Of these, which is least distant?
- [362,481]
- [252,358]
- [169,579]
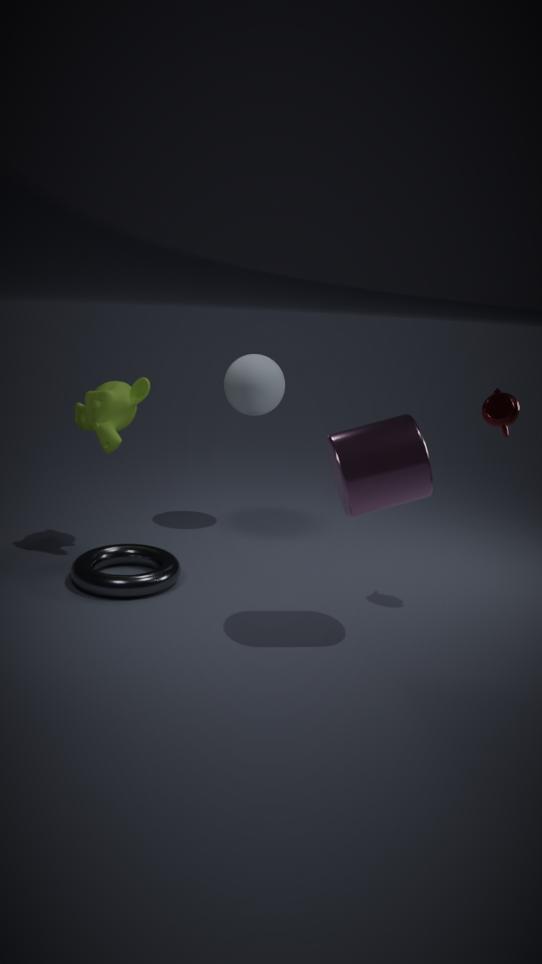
[362,481]
